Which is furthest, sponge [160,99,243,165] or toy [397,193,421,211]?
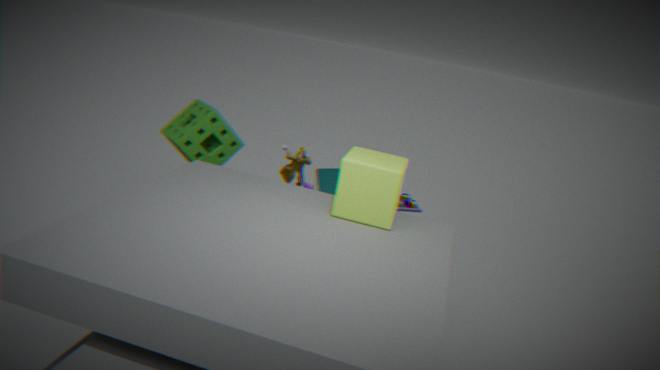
toy [397,193,421,211]
